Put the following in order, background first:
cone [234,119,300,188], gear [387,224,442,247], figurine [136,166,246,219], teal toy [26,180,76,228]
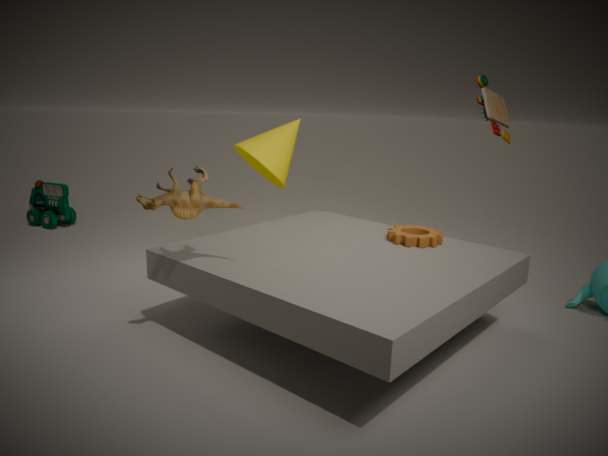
teal toy [26,180,76,228] < cone [234,119,300,188] < gear [387,224,442,247] < figurine [136,166,246,219]
